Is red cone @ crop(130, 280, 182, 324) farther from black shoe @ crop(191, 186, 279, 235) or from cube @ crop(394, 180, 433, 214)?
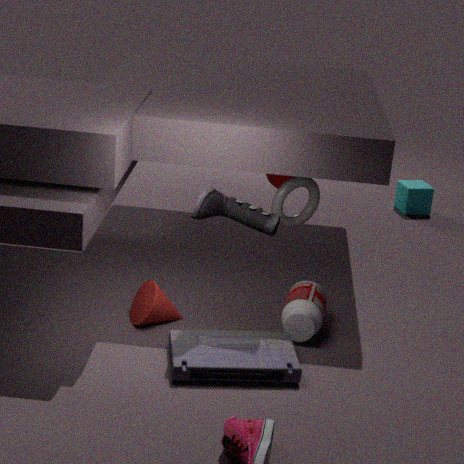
cube @ crop(394, 180, 433, 214)
